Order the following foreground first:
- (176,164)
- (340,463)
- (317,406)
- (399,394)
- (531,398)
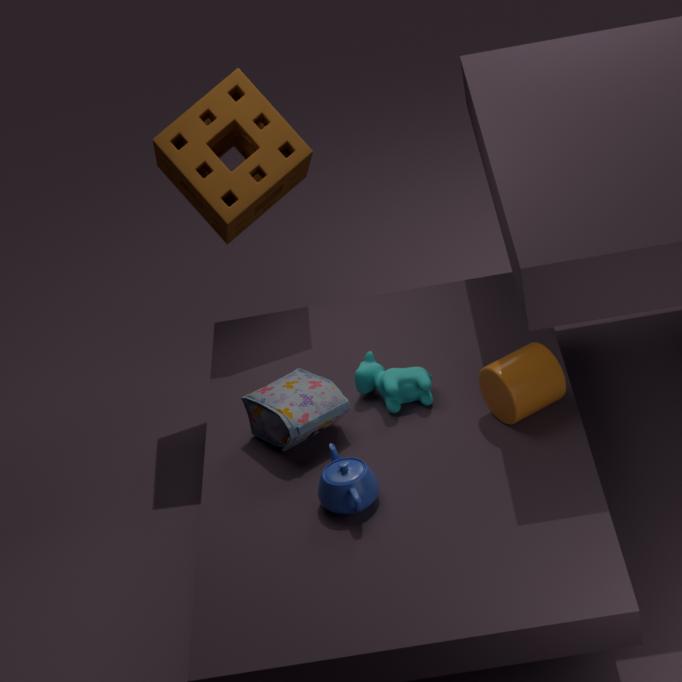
1. (340,463)
2. (531,398)
3. (317,406)
4. (399,394)
5. (176,164)
